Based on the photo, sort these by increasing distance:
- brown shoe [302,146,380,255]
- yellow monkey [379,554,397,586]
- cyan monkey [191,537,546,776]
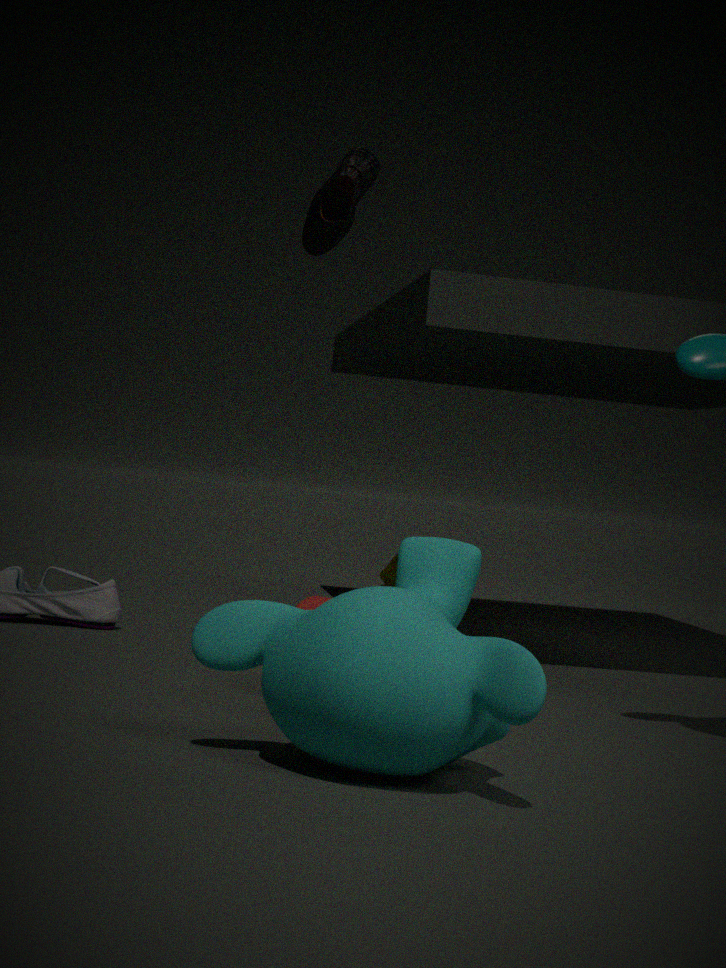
1. cyan monkey [191,537,546,776]
2. brown shoe [302,146,380,255]
3. yellow monkey [379,554,397,586]
